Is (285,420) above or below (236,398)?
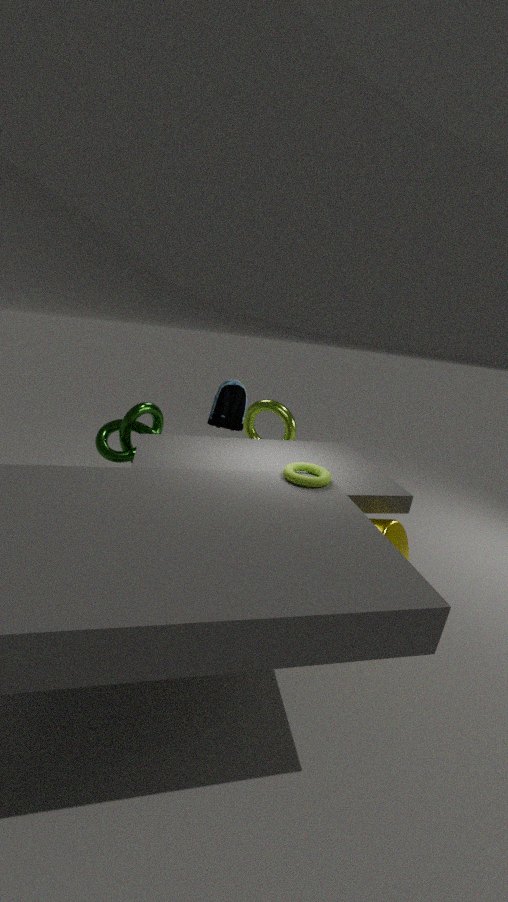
below
